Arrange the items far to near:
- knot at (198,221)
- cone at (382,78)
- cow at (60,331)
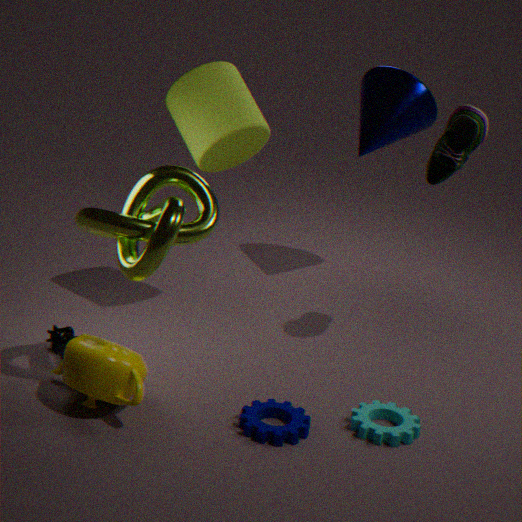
cone at (382,78)
cow at (60,331)
knot at (198,221)
